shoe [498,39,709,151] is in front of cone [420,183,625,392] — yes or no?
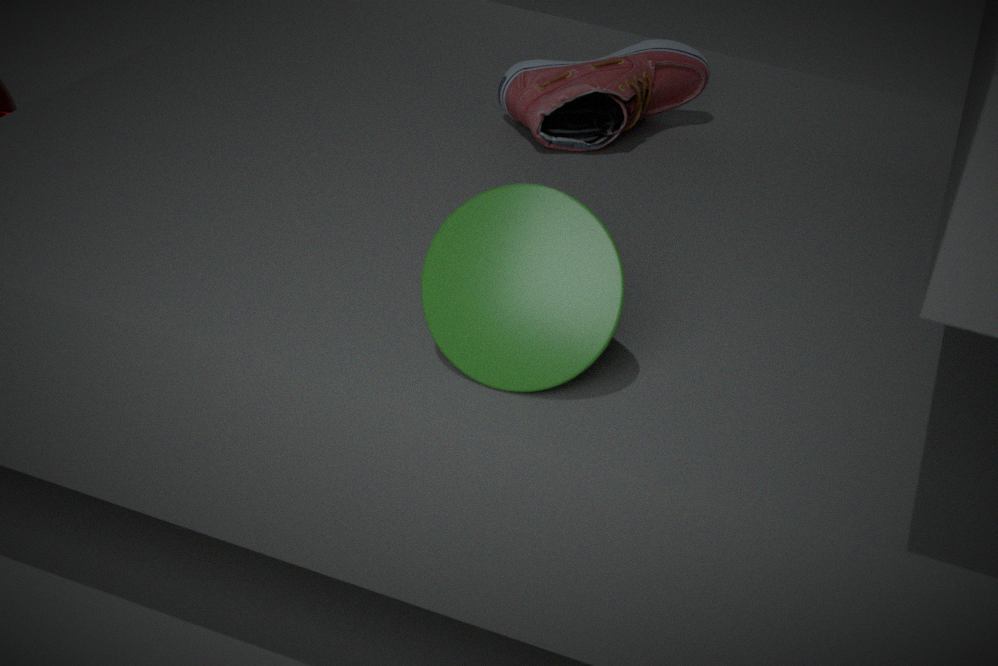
No
